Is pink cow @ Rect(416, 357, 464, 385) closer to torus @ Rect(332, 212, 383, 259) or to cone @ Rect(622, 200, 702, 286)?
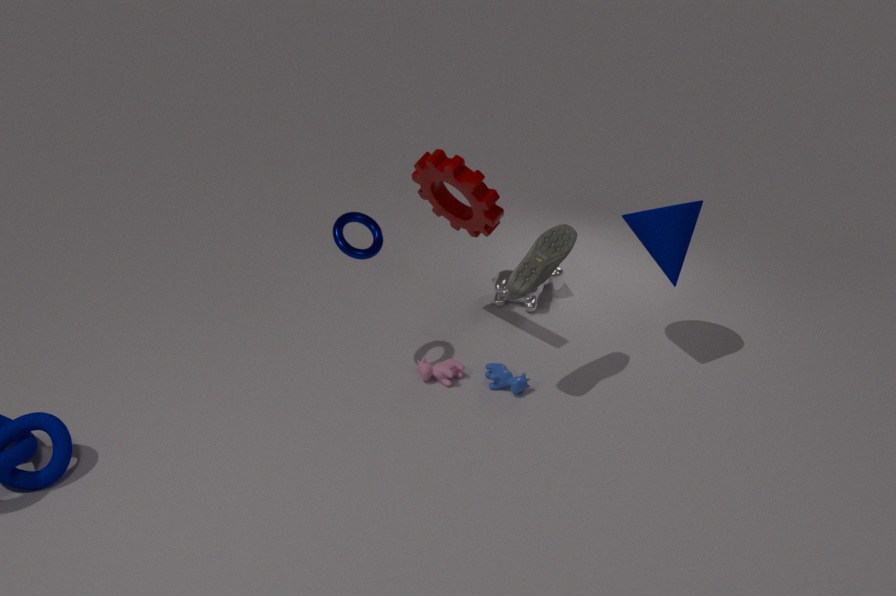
torus @ Rect(332, 212, 383, 259)
